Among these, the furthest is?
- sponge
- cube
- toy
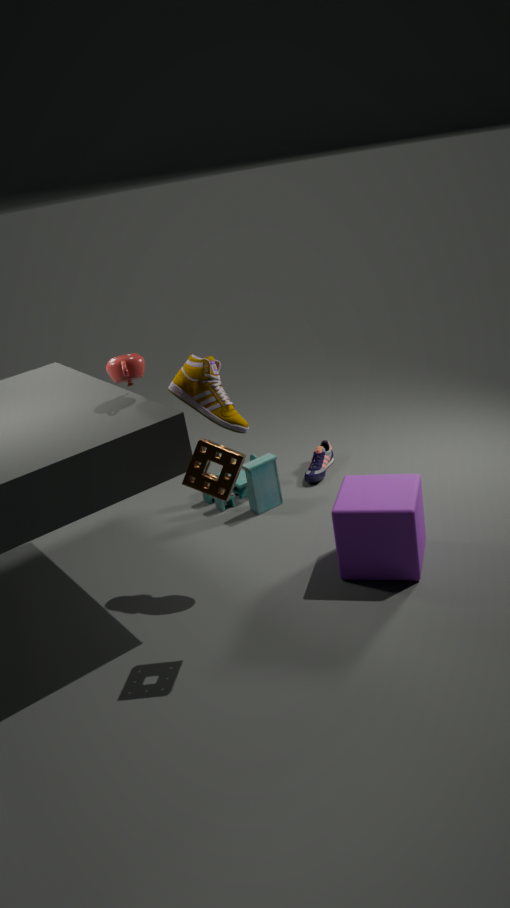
toy
